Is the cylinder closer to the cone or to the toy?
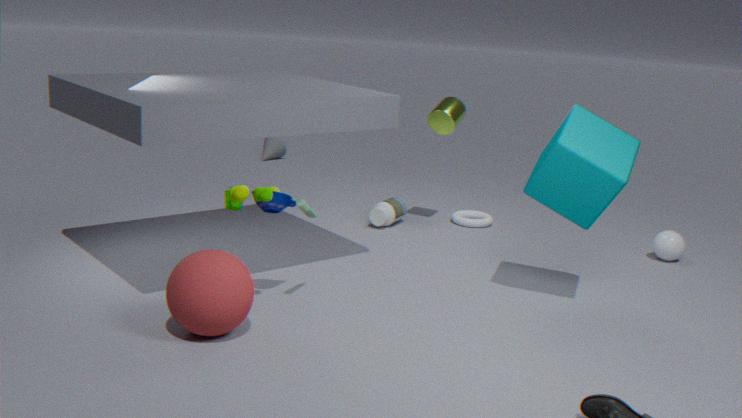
the toy
